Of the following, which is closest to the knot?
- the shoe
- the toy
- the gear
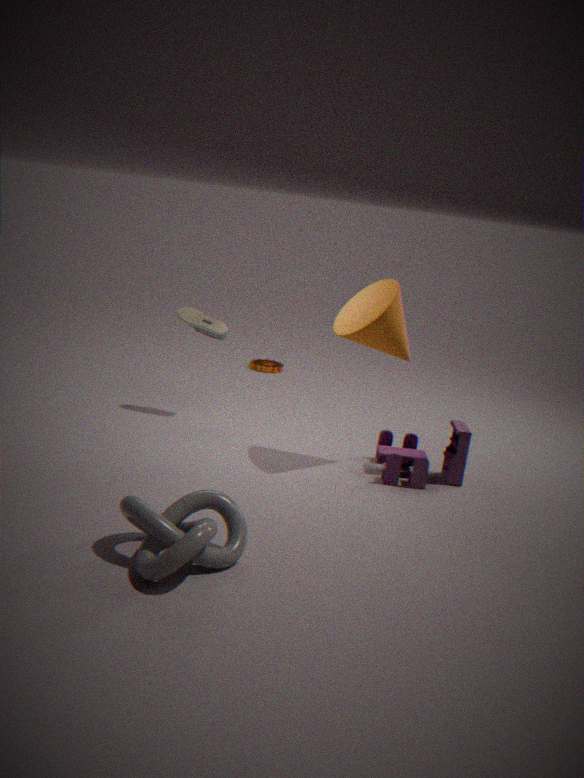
the toy
